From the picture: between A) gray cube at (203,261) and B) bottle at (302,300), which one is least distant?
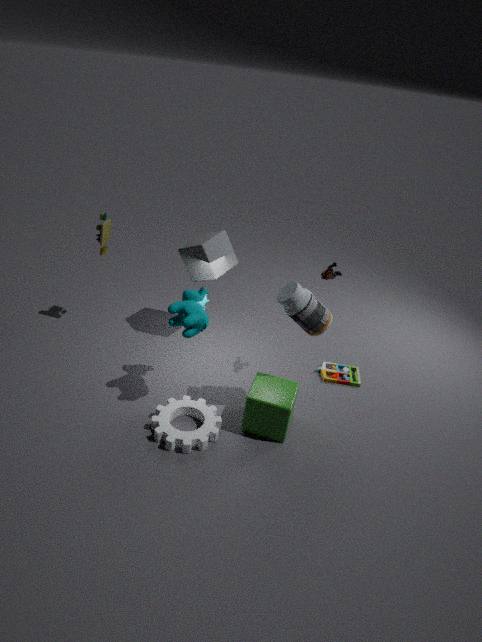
B. bottle at (302,300)
